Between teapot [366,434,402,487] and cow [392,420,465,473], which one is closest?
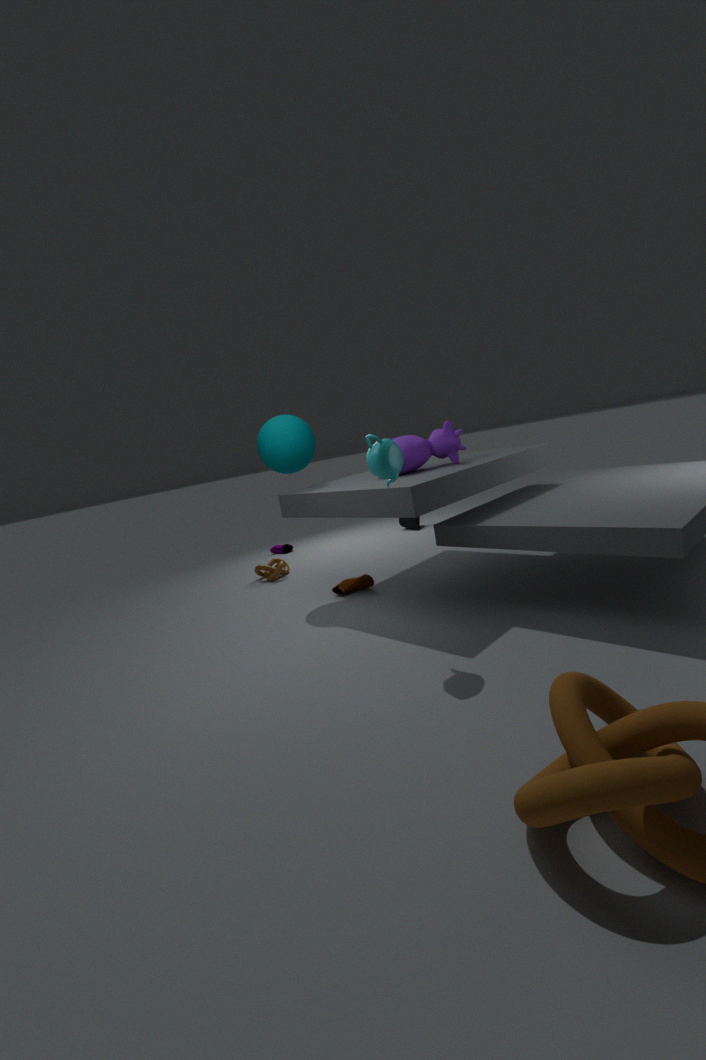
teapot [366,434,402,487]
